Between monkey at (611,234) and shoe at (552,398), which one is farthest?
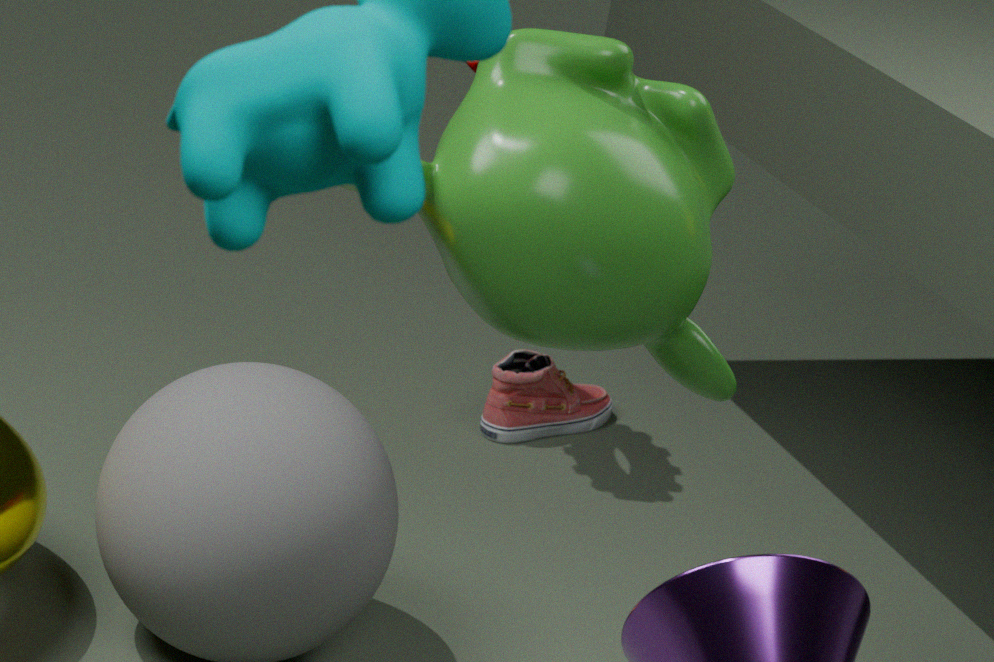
shoe at (552,398)
